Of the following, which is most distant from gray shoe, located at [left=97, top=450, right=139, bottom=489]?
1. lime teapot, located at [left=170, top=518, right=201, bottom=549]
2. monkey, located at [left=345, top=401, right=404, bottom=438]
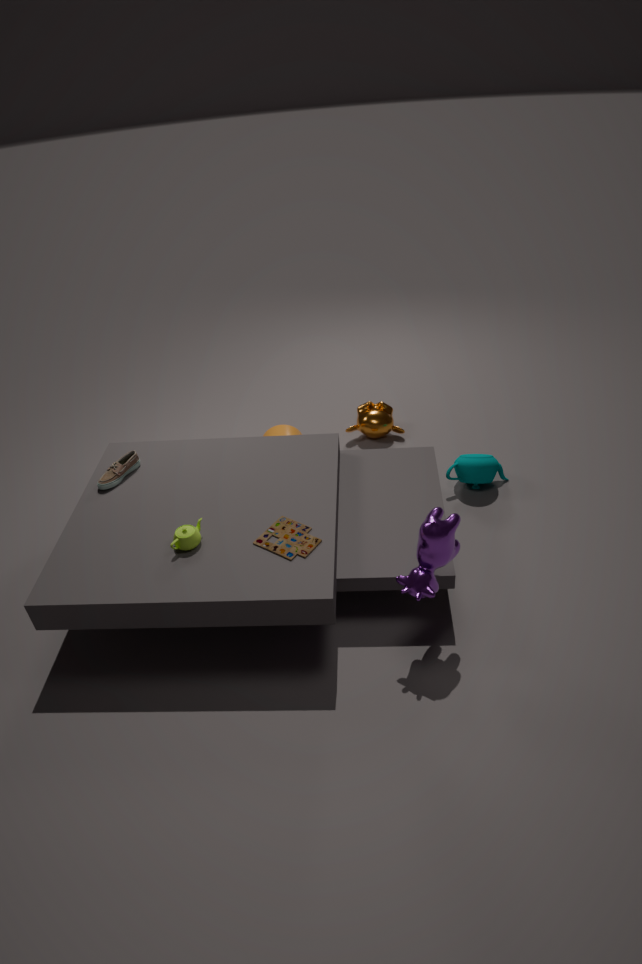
monkey, located at [left=345, top=401, right=404, bottom=438]
